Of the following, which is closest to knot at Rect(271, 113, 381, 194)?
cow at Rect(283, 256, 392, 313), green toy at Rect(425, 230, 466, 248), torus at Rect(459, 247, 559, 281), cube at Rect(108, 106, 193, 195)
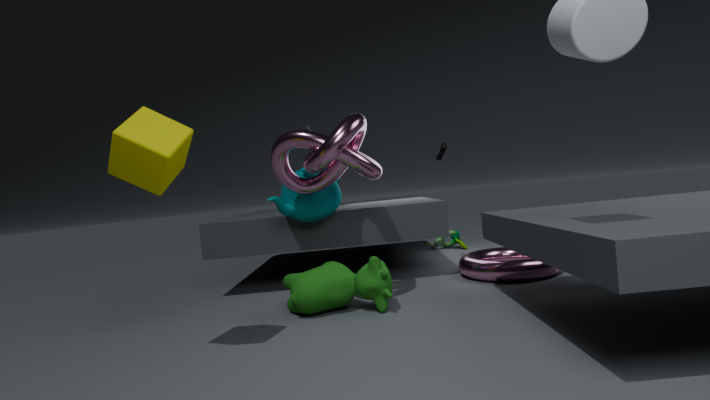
cow at Rect(283, 256, 392, 313)
